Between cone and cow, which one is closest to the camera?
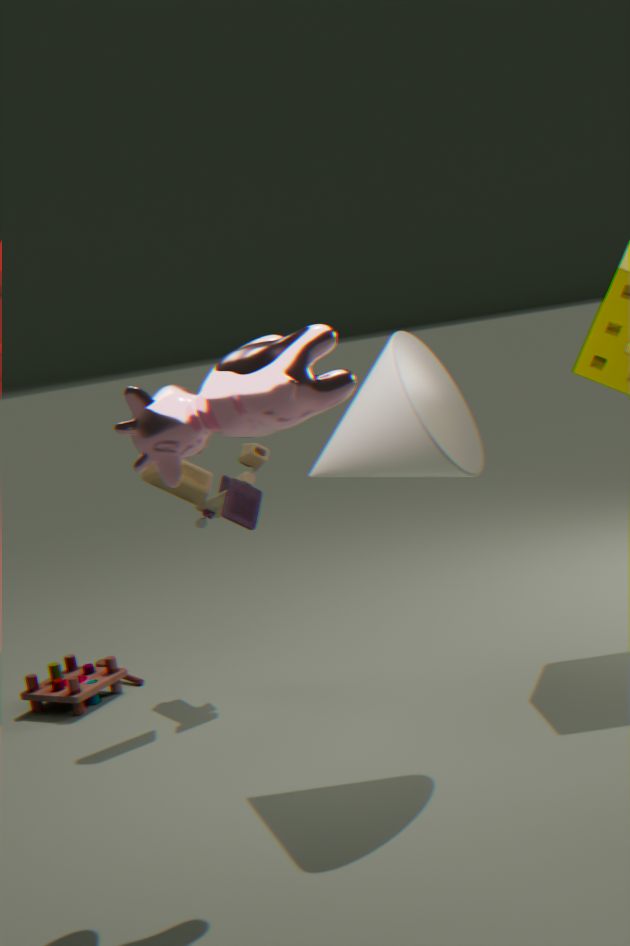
cow
